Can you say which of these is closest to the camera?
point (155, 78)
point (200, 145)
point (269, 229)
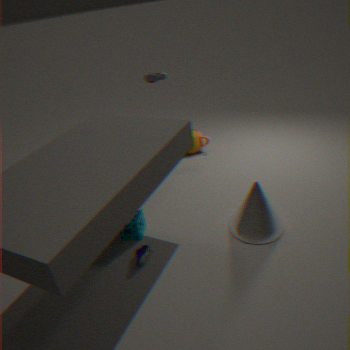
point (269, 229)
